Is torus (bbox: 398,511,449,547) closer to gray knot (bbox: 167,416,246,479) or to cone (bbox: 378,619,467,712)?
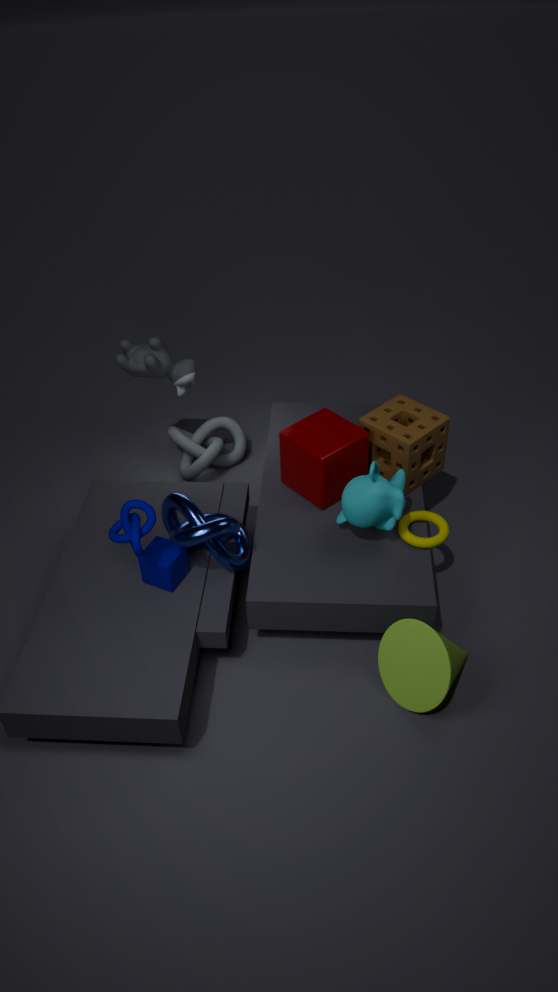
cone (bbox: 378,619,467,712)
